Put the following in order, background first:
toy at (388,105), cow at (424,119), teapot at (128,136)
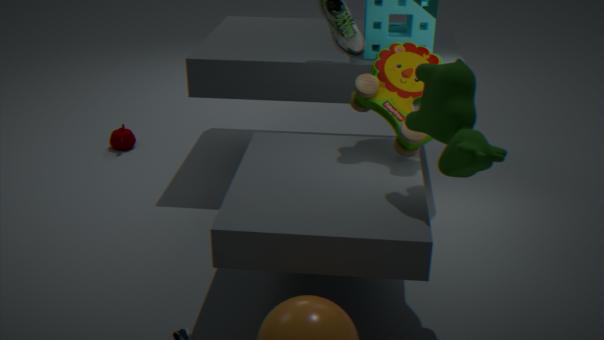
1. teapot at (128,136)
2. toy at (388,105)
3. cow at (424,119)
